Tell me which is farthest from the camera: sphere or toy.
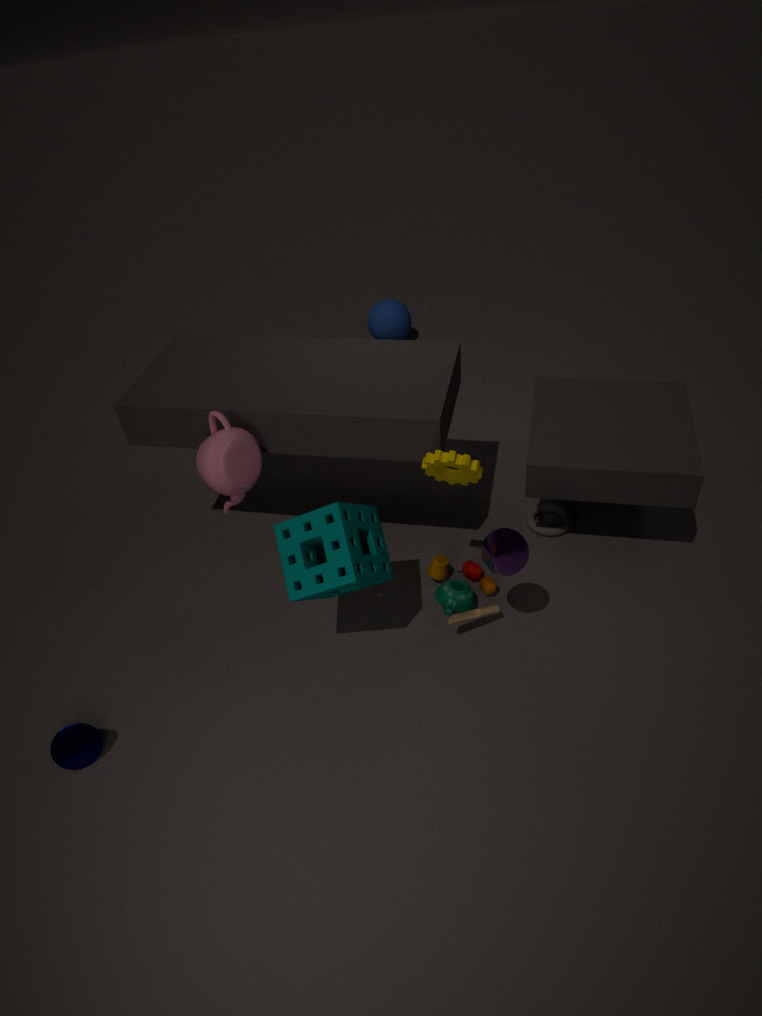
sphere
